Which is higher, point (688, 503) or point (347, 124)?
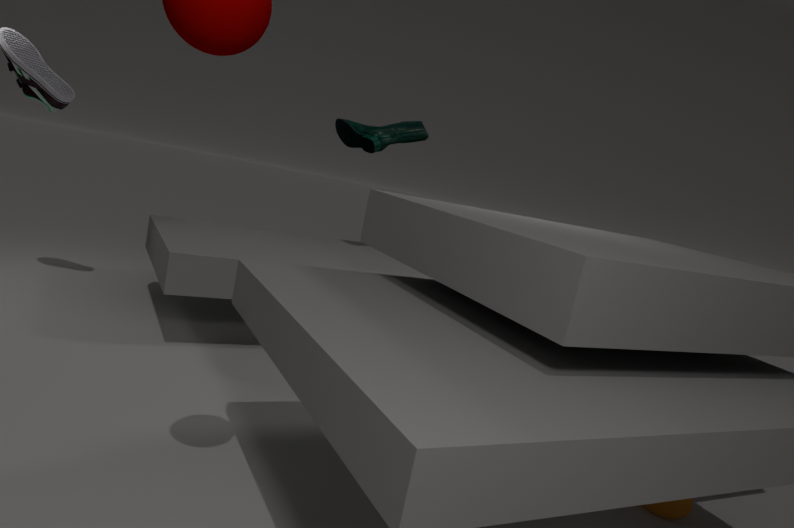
point (347, 124)
